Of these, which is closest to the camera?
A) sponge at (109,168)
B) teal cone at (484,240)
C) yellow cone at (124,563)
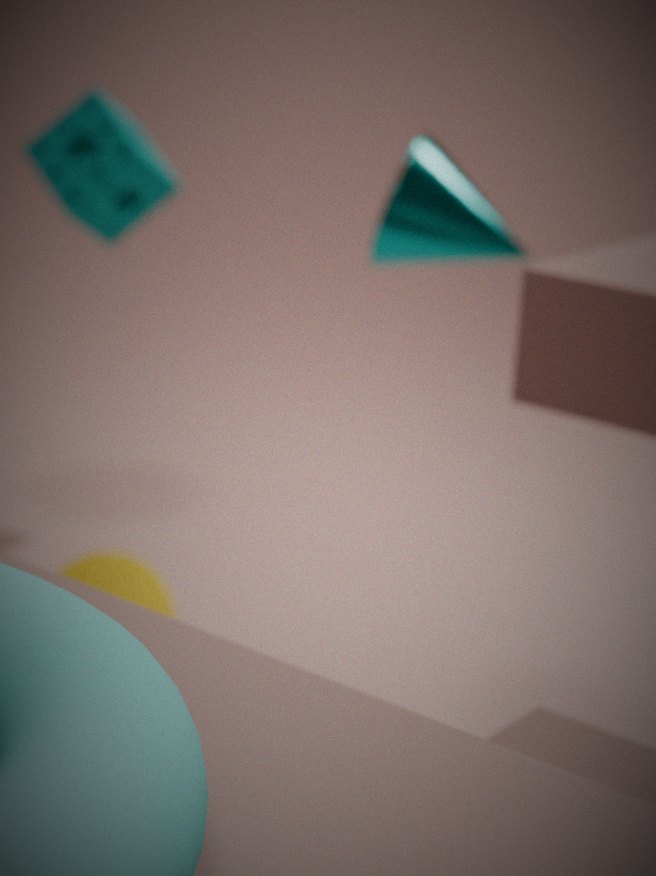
teal cone at (484,240)
